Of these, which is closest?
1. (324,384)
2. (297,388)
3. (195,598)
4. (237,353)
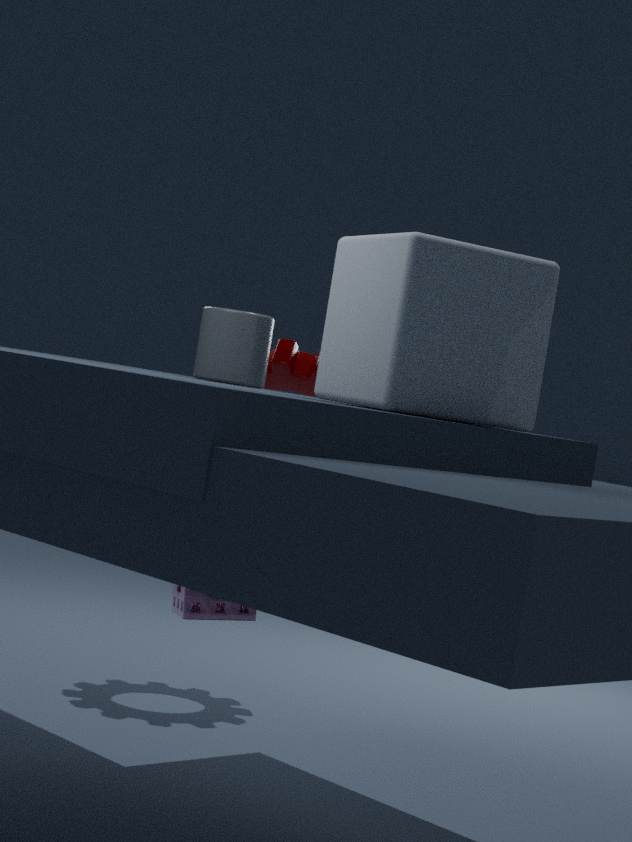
(324,384)
